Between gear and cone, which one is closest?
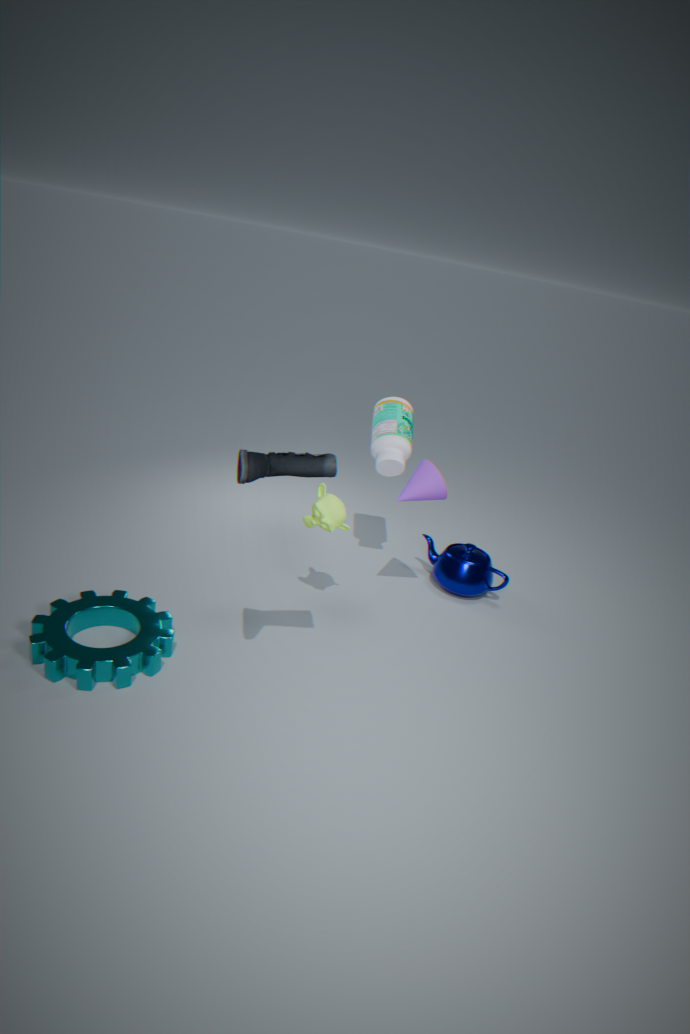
gear
